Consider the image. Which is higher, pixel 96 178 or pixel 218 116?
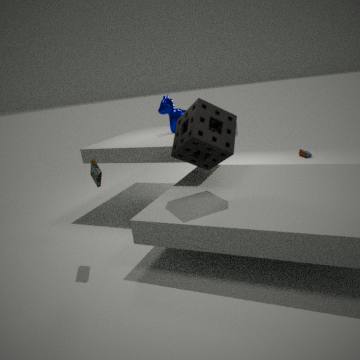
pixel 218 116
